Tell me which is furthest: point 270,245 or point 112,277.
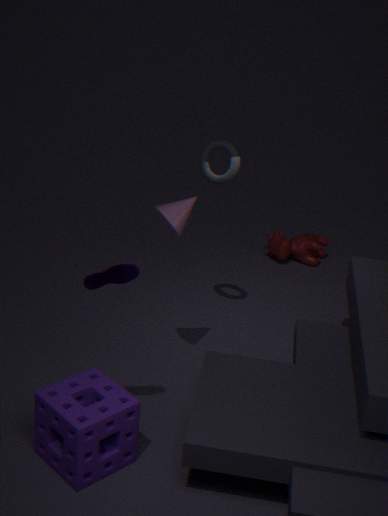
point 270,245
